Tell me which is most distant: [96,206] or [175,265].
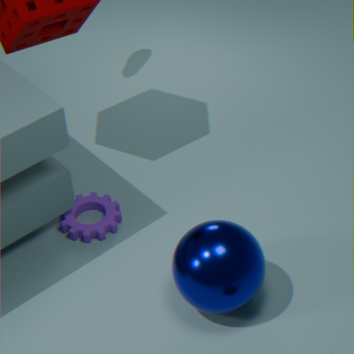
[96,206]
